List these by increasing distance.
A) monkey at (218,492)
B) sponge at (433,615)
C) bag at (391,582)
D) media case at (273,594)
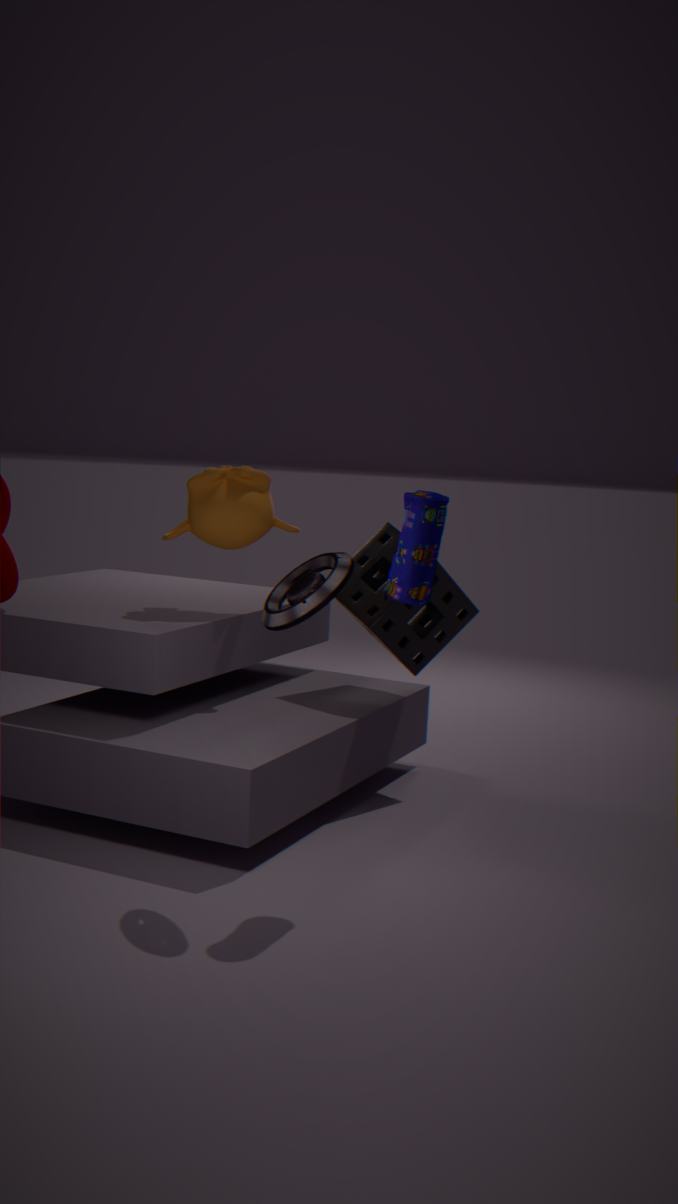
1. media case at (273,594)
2. bag at (391,582)
3. monkey at (218,492)
4. sponge at (433,615)
